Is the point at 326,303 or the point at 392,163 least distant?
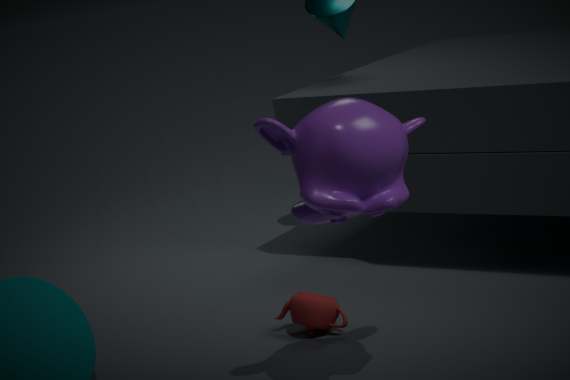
the point at 392,163
